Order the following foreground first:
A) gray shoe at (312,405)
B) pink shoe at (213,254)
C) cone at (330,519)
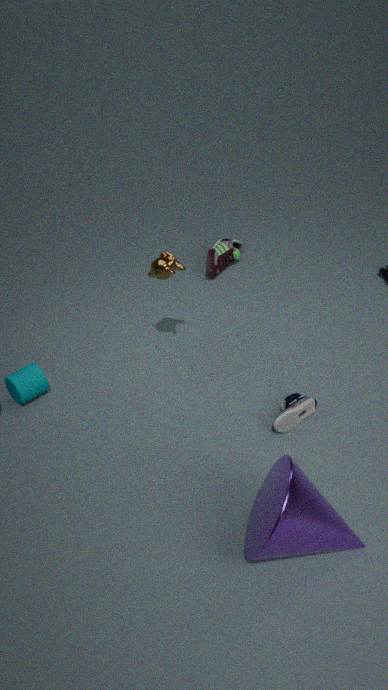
cone at (330,519) → gray shoe at (312,405) → pink shoe at (213,254)
